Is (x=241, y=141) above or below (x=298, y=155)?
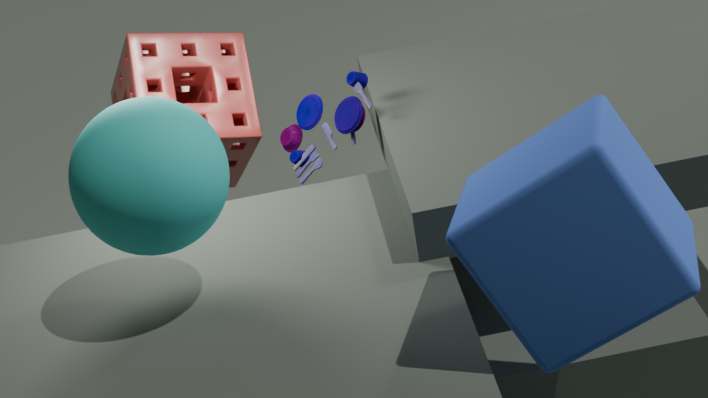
below
